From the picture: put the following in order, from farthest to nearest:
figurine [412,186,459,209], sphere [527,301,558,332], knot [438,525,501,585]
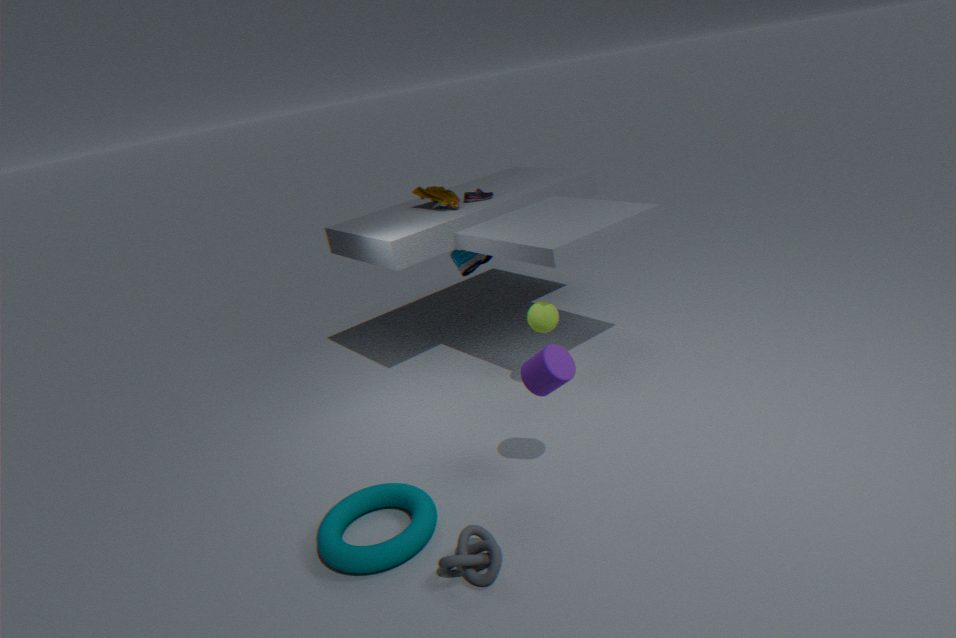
1. figurine [412,186,459,209]
2. sphere [527,301,558,332]
3. knot [438,525,501,585]
